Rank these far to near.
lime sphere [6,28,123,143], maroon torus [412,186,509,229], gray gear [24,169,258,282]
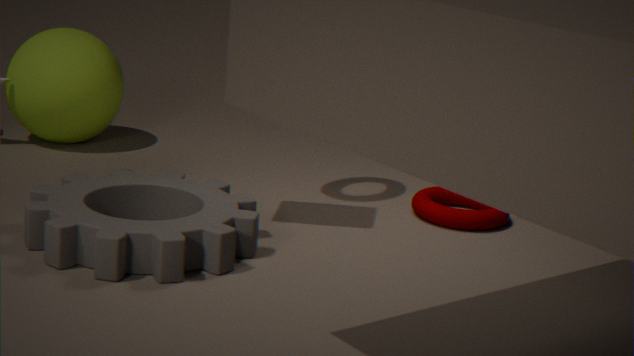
lime sphere [6,28,123,143] → maroon torus [412,186,509,229] → gray gear [24,169,258,282]
